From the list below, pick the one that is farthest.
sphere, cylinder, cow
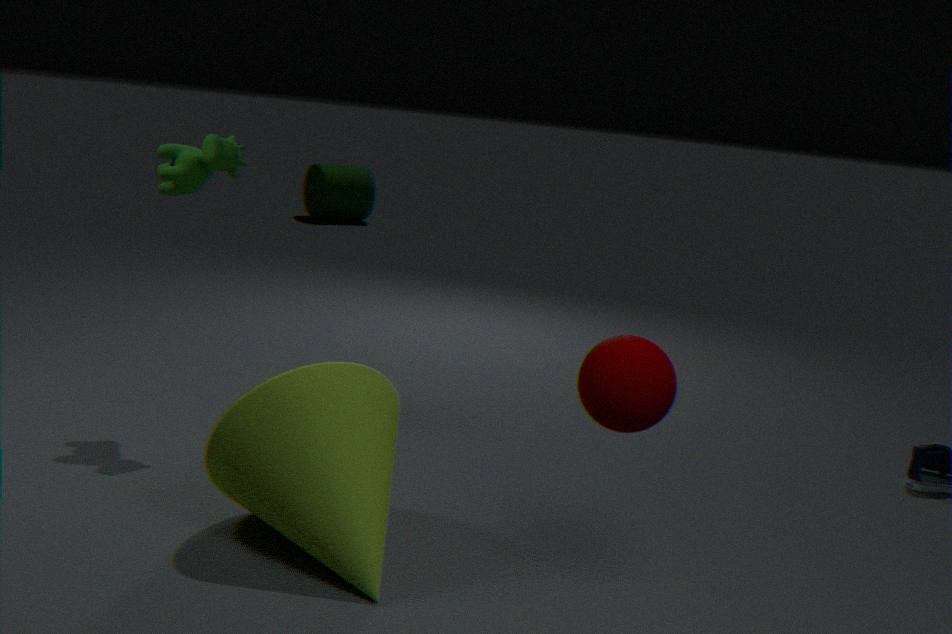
cylinder
